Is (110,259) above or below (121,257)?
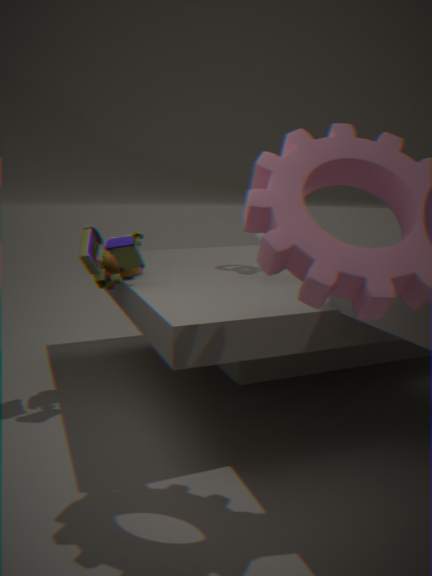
below
